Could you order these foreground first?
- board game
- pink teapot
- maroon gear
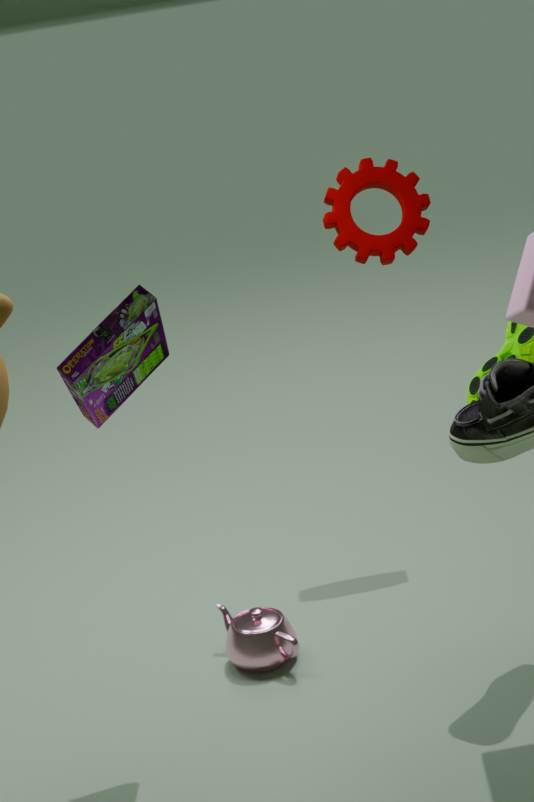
board game, pink teapot, maroon gear
